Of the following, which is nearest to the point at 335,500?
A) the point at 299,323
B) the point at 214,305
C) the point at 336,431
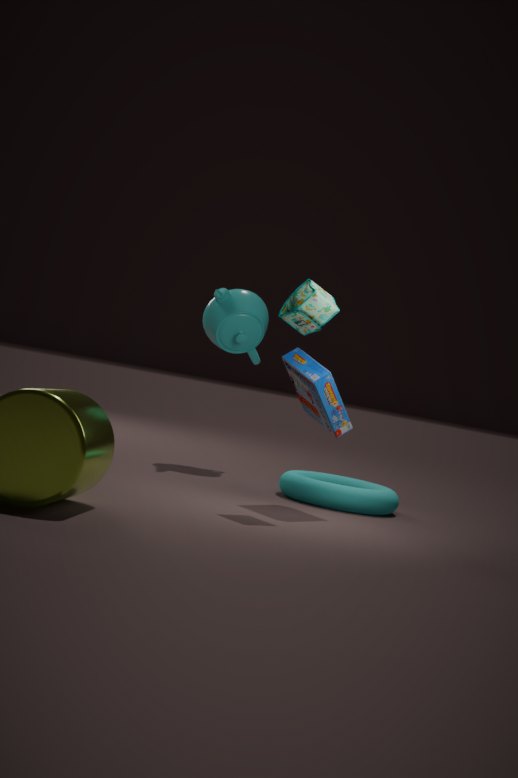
the point at 336,431
